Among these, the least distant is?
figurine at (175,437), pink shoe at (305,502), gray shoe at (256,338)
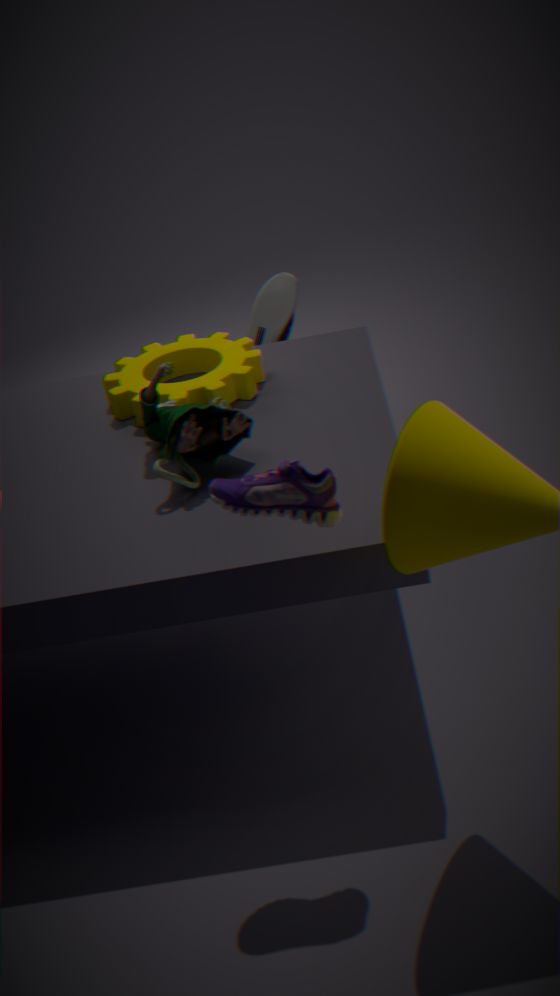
pink shoe at (305,502)
